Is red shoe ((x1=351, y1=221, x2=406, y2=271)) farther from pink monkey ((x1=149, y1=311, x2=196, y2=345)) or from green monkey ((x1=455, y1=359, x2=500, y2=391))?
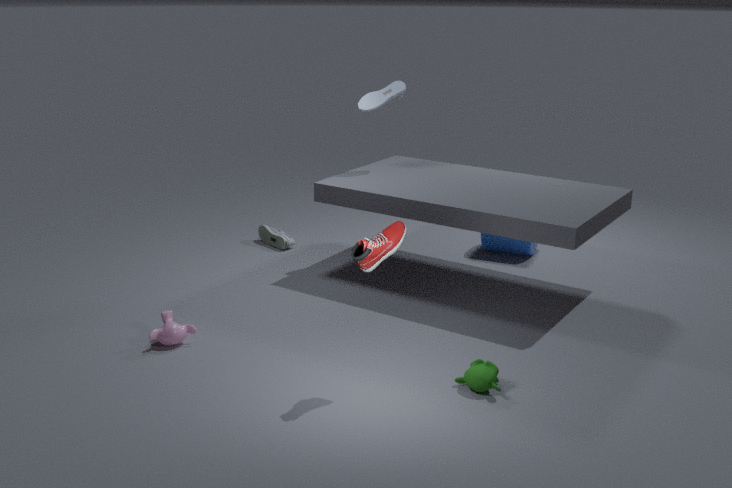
pink monkey ((x1=149, y1=311, x2=196, y2=345))
